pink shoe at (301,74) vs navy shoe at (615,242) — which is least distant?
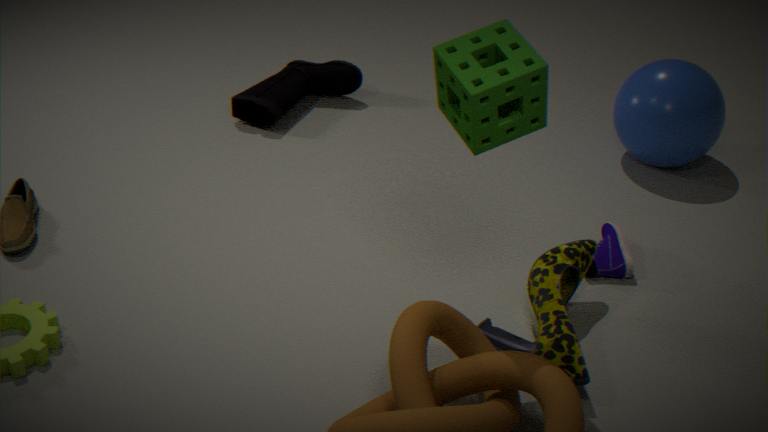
navy shoe at (615,242)
